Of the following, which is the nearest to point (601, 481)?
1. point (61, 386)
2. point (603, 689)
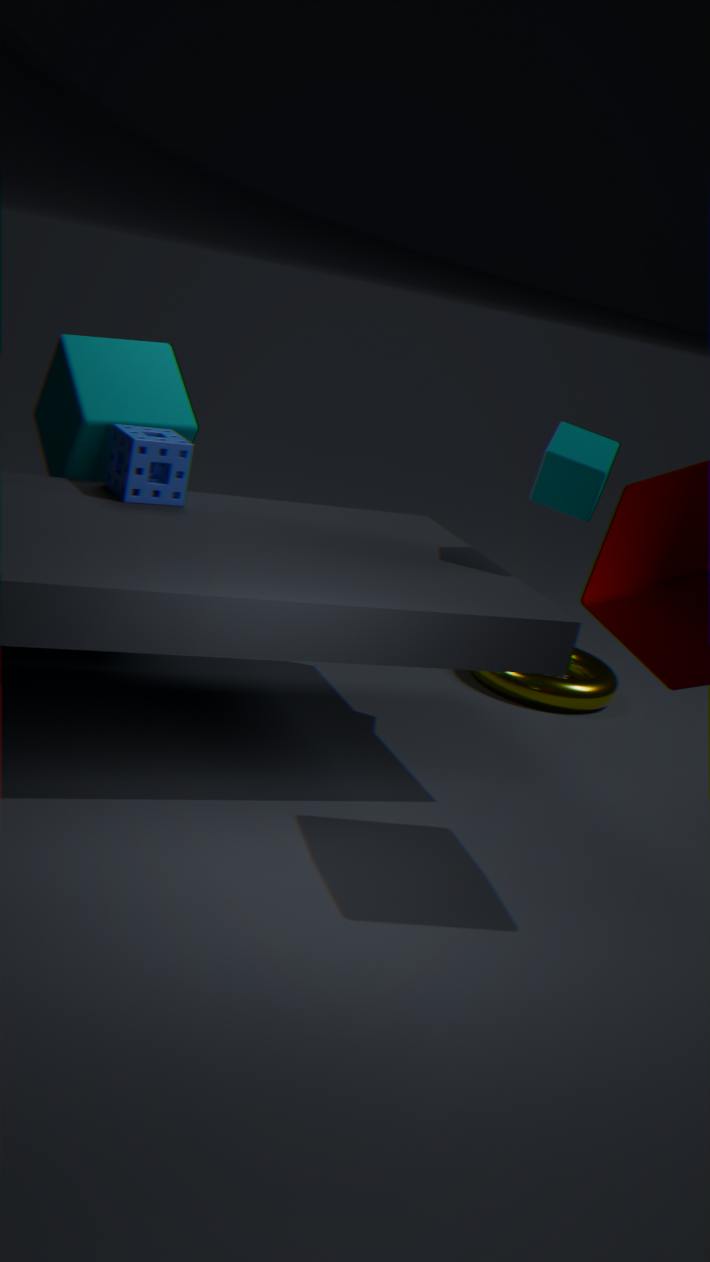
point (603, 689)
